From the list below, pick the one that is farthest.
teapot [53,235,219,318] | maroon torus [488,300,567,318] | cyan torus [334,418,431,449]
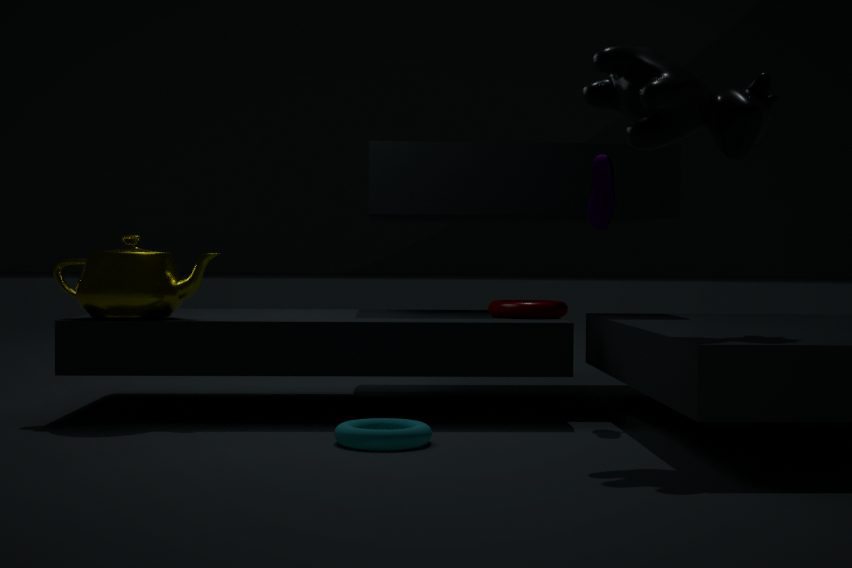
maroon torus [488,300,567,318]
